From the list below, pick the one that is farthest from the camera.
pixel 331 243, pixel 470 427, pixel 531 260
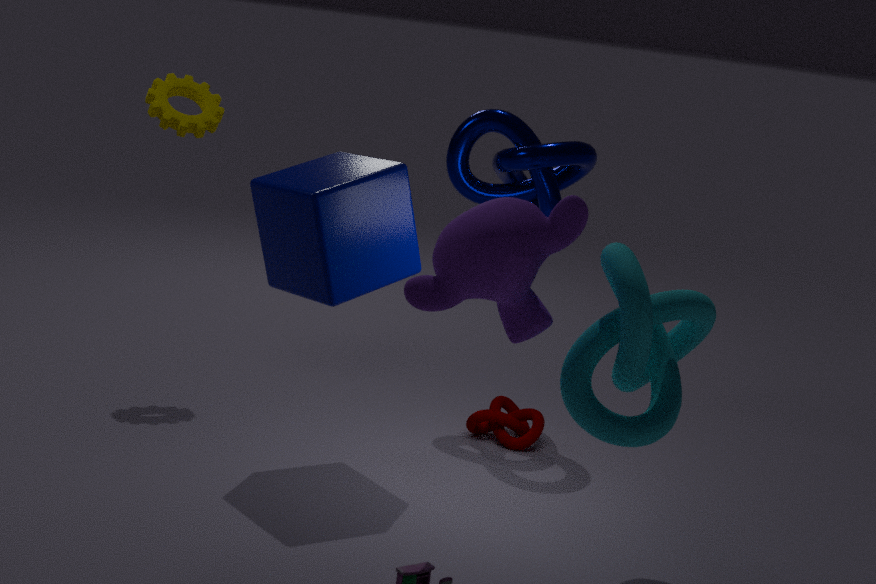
pixel 470 427
